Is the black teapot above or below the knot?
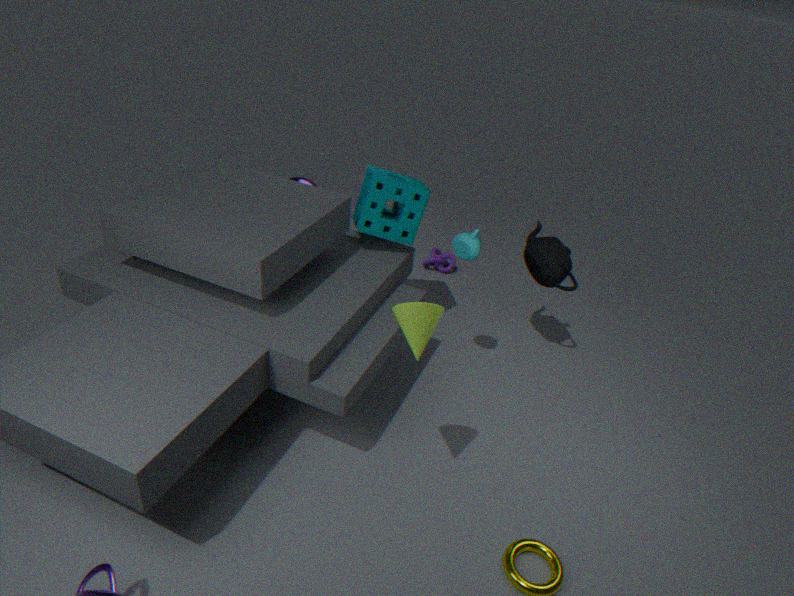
above
